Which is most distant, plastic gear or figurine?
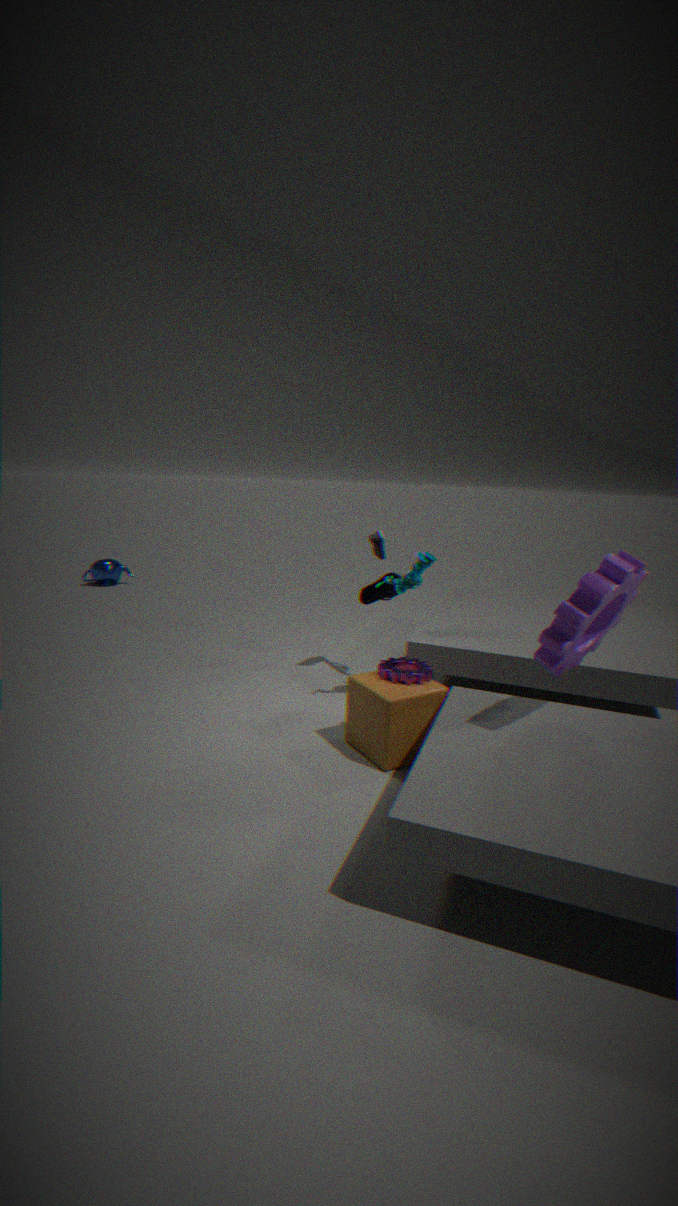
figurine
